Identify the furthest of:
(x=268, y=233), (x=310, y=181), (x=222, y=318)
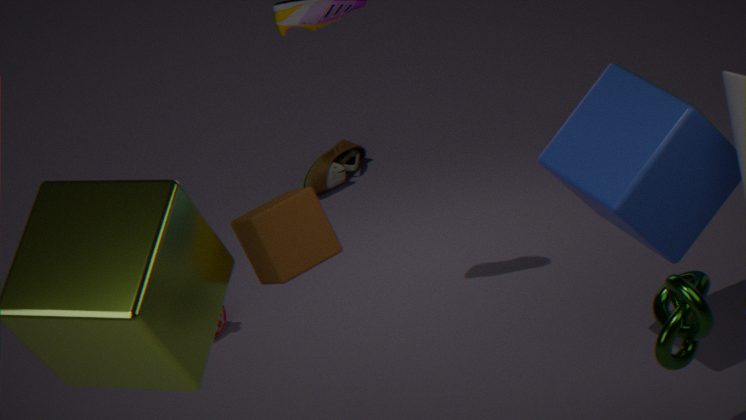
(x=310, y=181)
